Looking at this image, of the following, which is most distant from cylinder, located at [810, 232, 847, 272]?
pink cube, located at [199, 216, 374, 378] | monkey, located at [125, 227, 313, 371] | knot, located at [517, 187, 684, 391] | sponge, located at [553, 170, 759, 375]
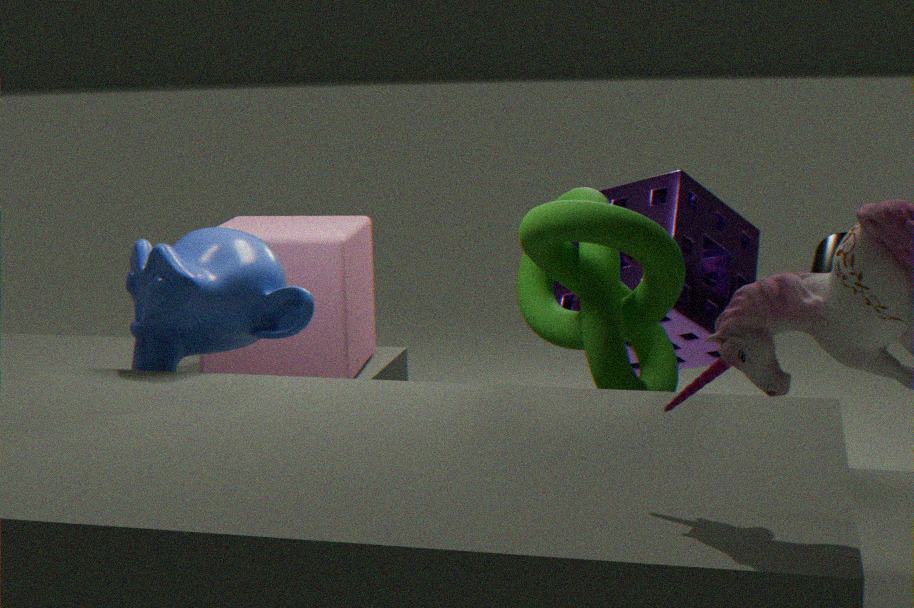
monkey, located at [125, 227, 313, 371]
